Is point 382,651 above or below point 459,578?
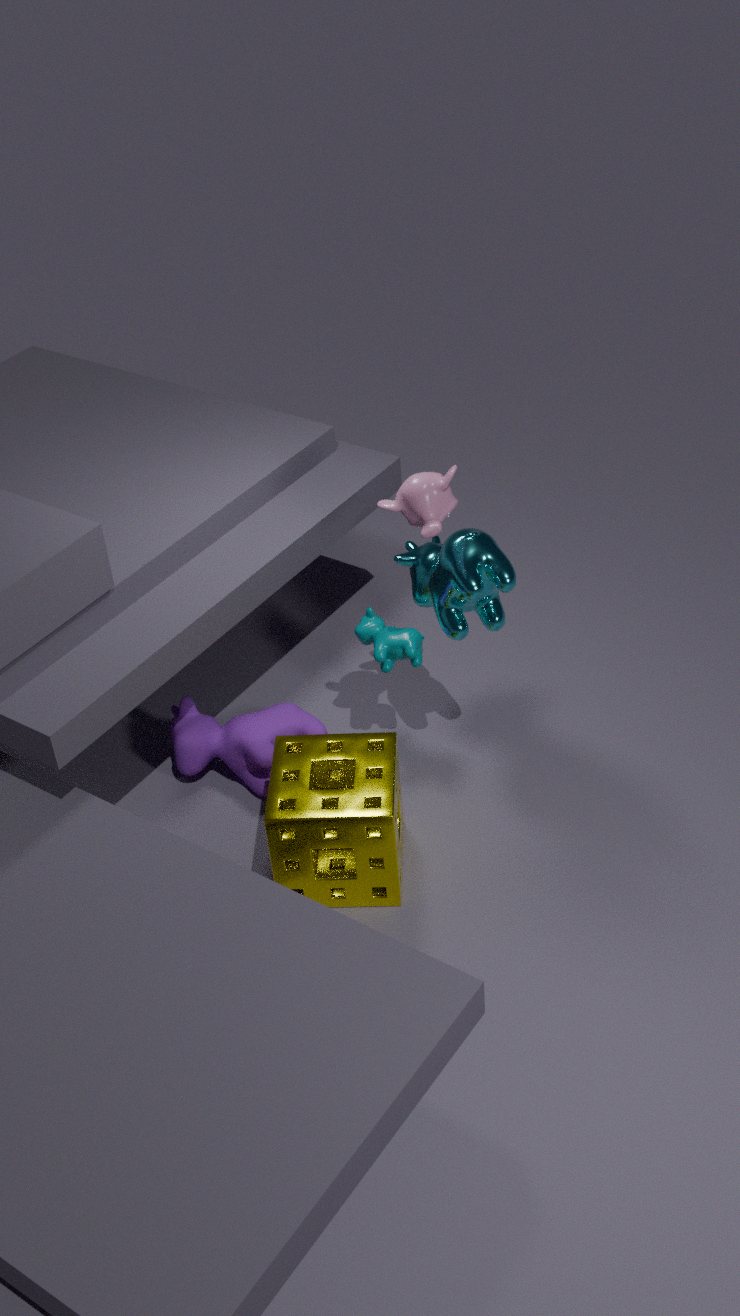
below
